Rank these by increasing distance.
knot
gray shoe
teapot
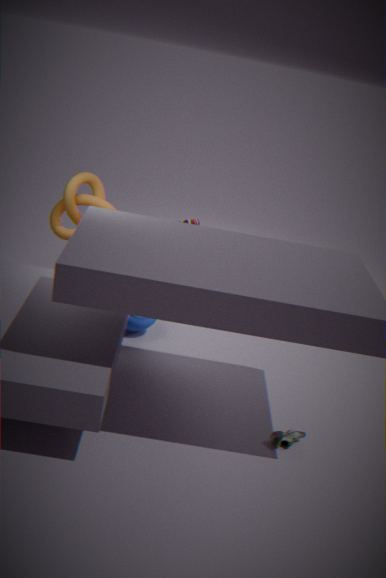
1. gray shoe
2. teapot
3. knot
